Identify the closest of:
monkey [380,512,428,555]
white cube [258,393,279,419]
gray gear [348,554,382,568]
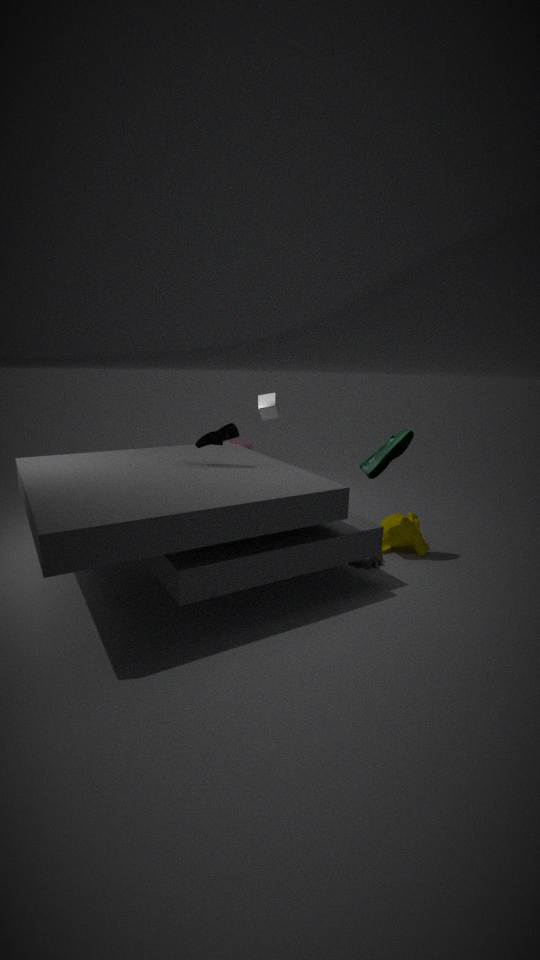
gray gear [348,554,382,568]
